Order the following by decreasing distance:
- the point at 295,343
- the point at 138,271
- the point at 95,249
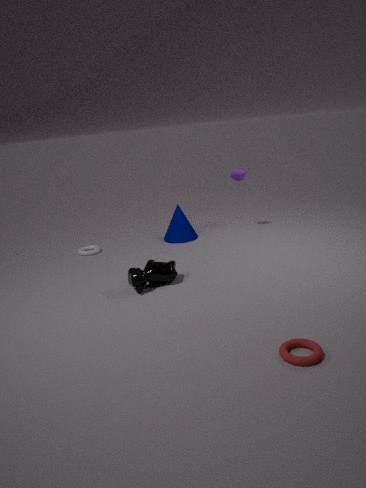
the point at 95,249
the point at 138,271
the point at 295,343
